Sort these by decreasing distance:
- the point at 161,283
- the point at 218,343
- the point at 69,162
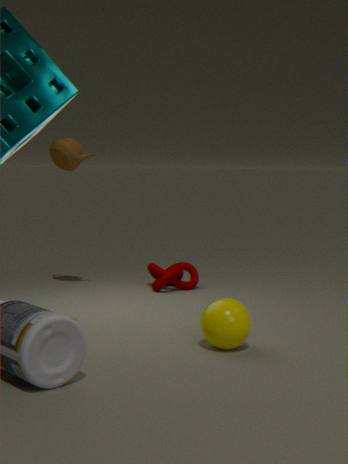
the point at 161,283 < the point at 69,162 < the point at 218,343
